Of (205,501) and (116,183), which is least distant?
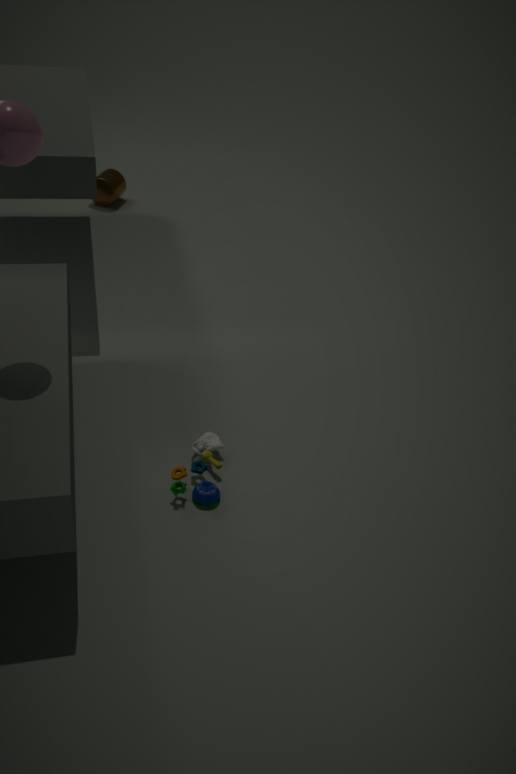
(205,501)
